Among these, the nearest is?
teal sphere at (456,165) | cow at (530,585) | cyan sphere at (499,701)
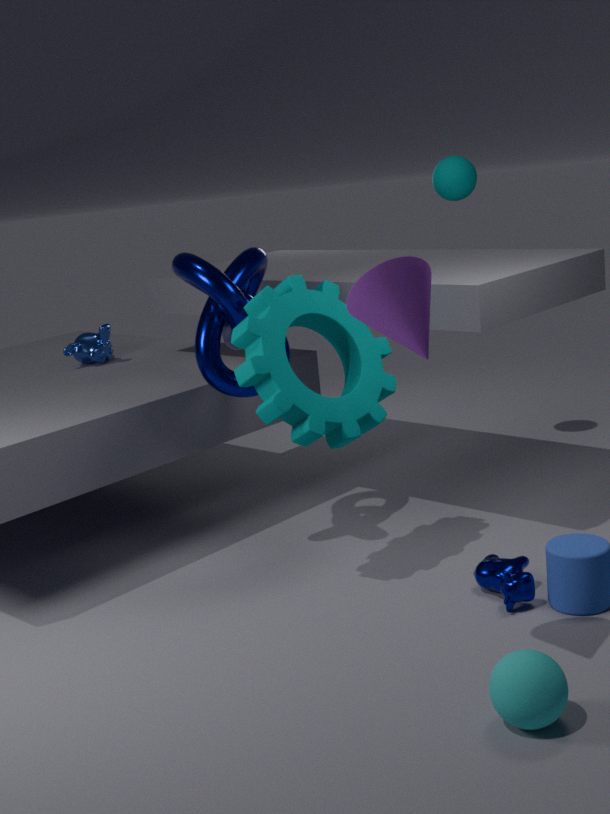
cyan sphere at (499,701)
